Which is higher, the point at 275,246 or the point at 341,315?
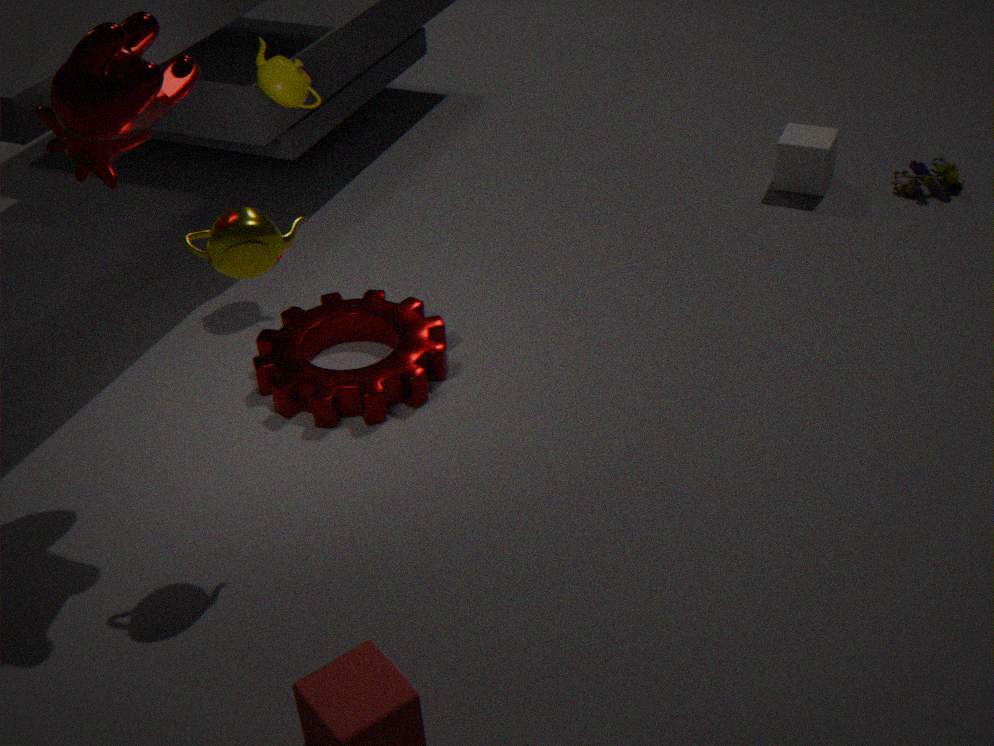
the point at 275,246
